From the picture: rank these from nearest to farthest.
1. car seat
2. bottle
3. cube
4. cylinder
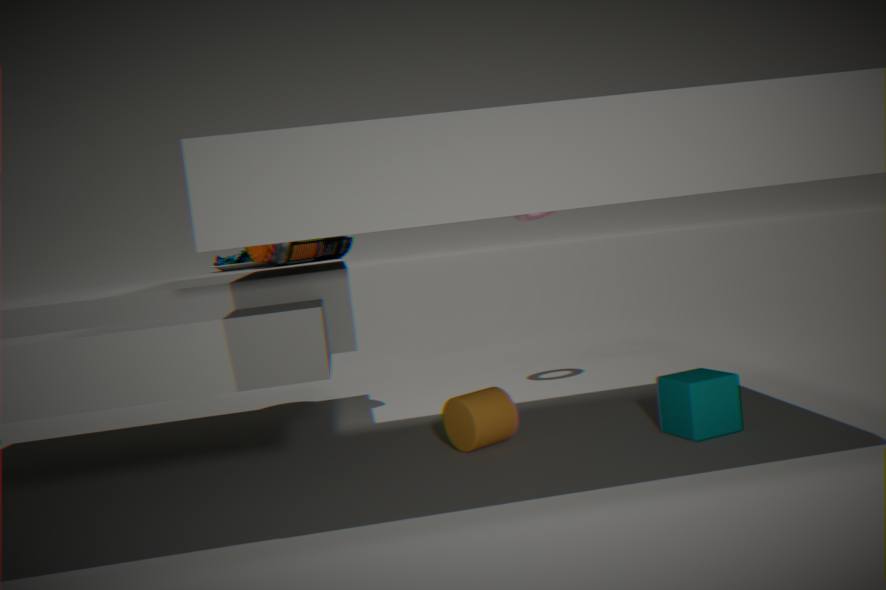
1. cube
2. cylinder
3. bottle
4. car seat
